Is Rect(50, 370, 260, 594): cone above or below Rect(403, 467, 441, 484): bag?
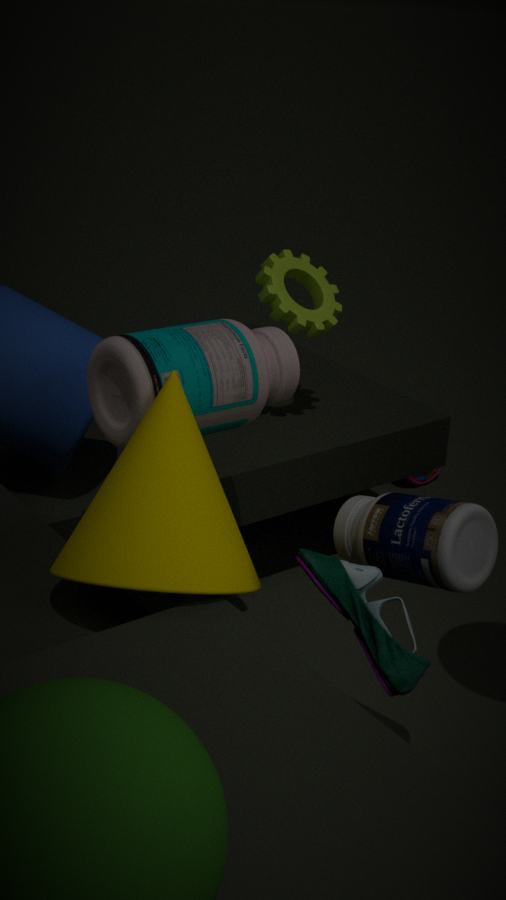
above
